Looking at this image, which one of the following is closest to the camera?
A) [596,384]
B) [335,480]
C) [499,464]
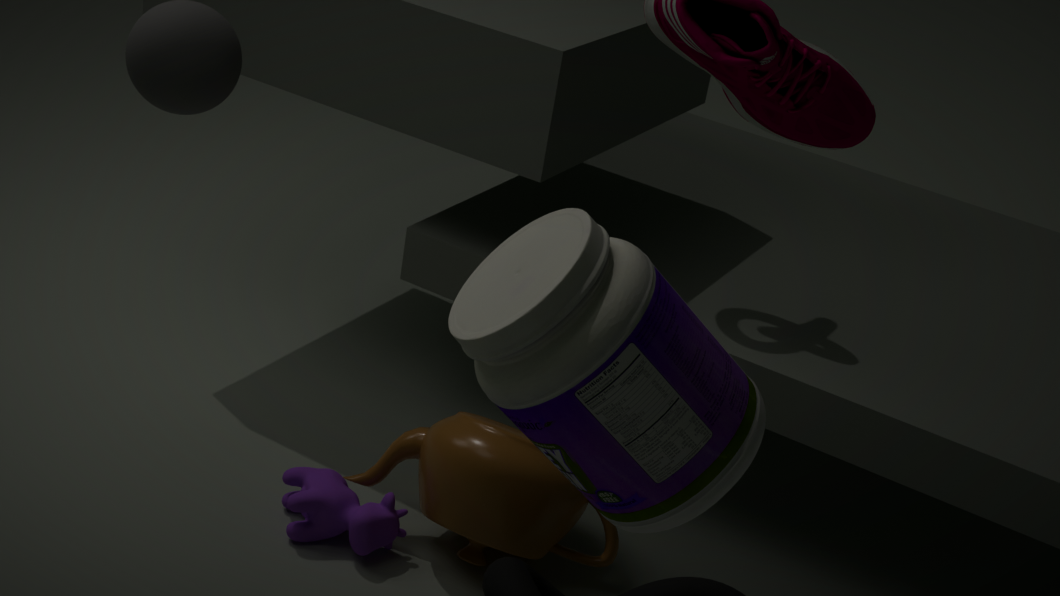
[596,384]
